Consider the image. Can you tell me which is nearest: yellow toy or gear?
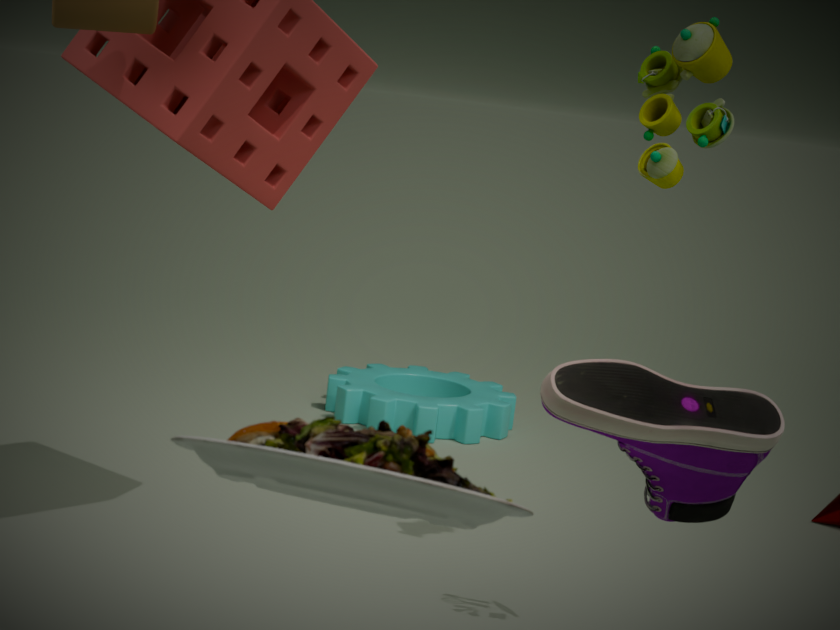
yellow toy
